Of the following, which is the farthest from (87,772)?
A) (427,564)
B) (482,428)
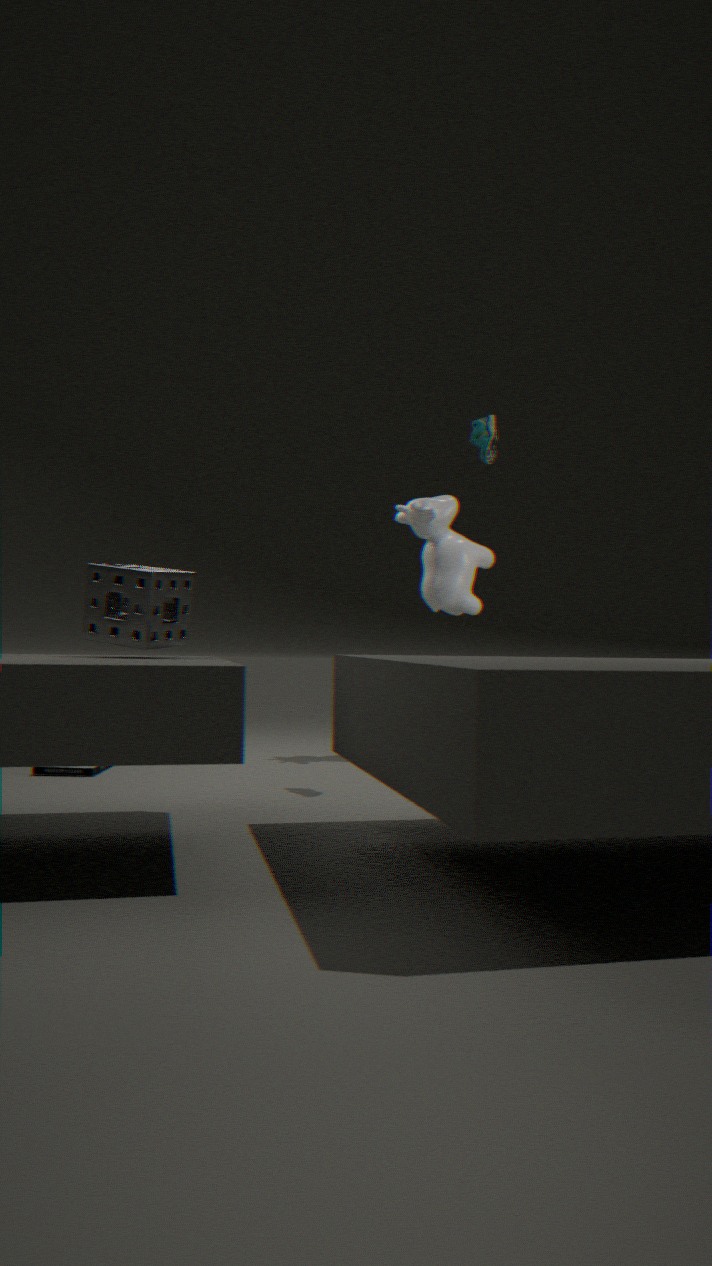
(482,428)
